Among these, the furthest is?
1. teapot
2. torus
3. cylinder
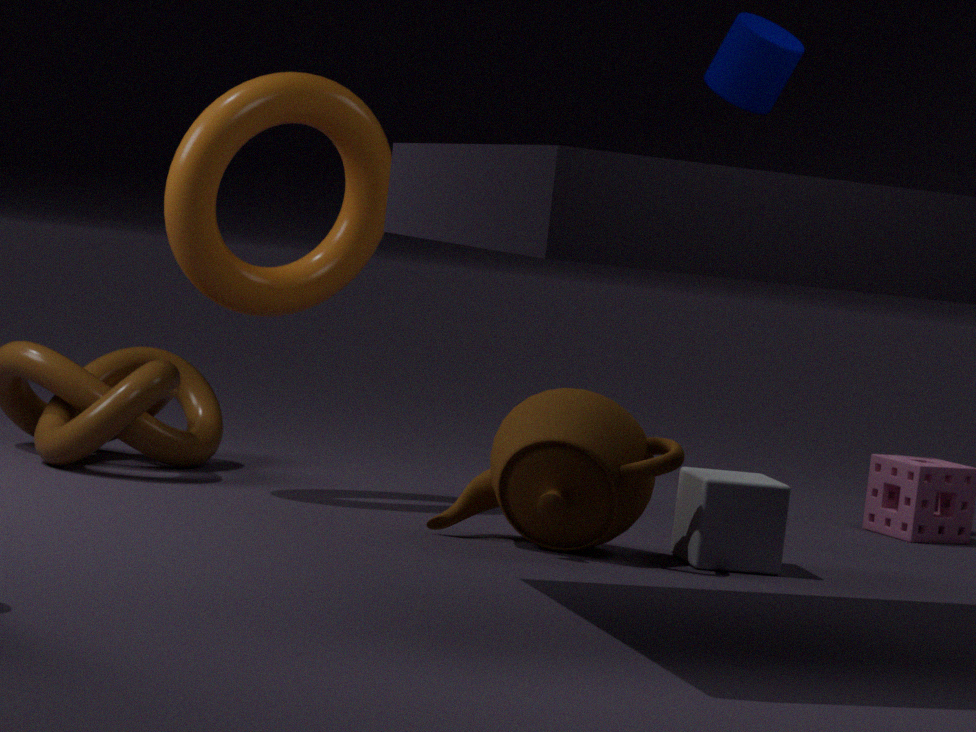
cylinder
